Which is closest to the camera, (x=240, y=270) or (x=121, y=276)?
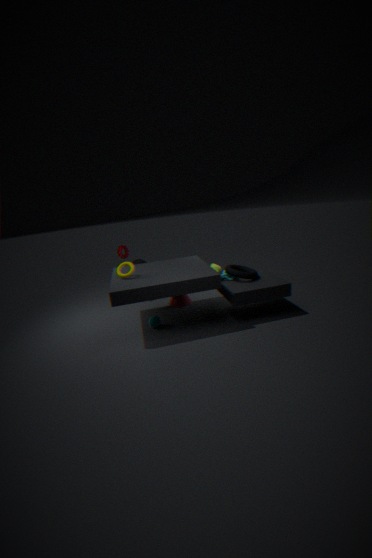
(x=121, y=276)
